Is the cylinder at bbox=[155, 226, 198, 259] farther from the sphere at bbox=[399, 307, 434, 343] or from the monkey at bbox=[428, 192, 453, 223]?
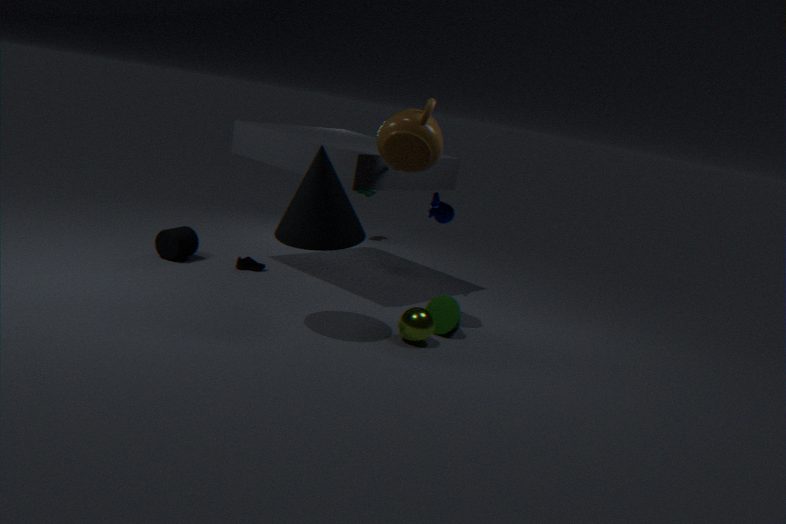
the sphere at bbox=[399, 307, 434, 343]
